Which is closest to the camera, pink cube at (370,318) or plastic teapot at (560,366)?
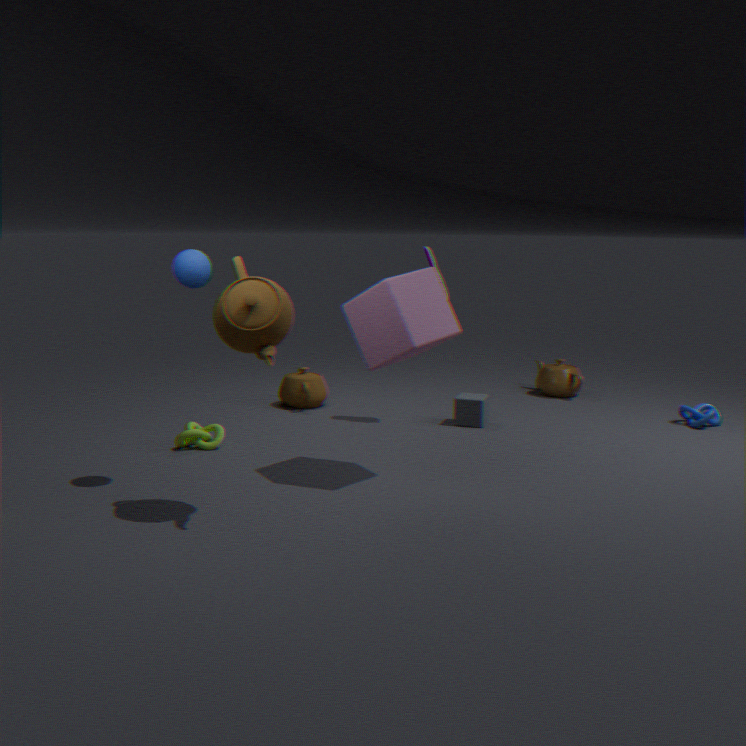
pink cube at (370,318)
